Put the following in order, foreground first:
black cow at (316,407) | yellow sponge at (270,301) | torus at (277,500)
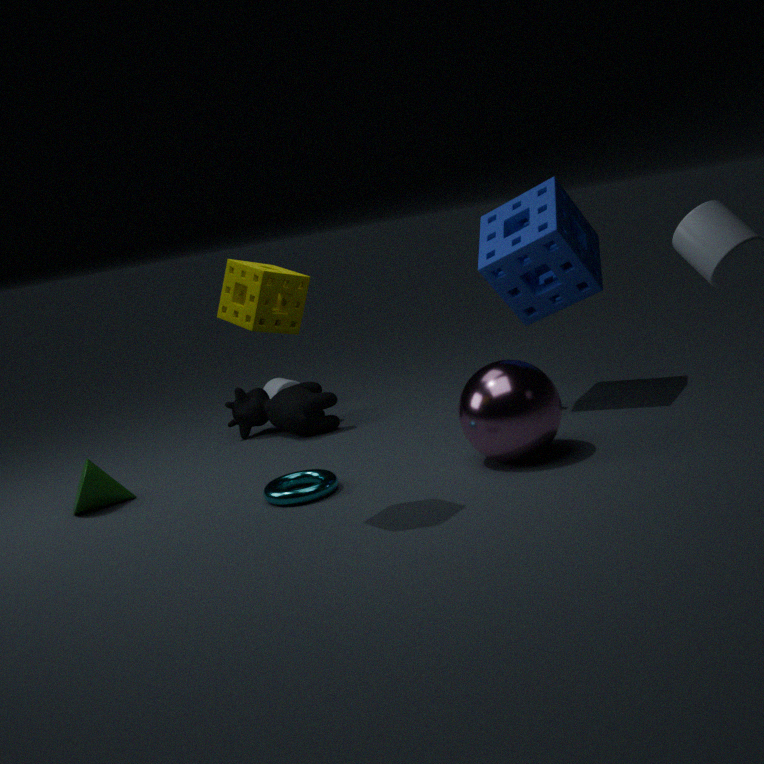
1. yellow sponge at (270,301)
2. torus at (277,500)
3. black cow at (316,407)
